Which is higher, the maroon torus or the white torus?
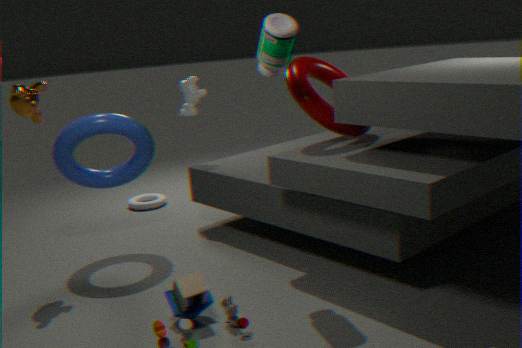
the maroon torus
